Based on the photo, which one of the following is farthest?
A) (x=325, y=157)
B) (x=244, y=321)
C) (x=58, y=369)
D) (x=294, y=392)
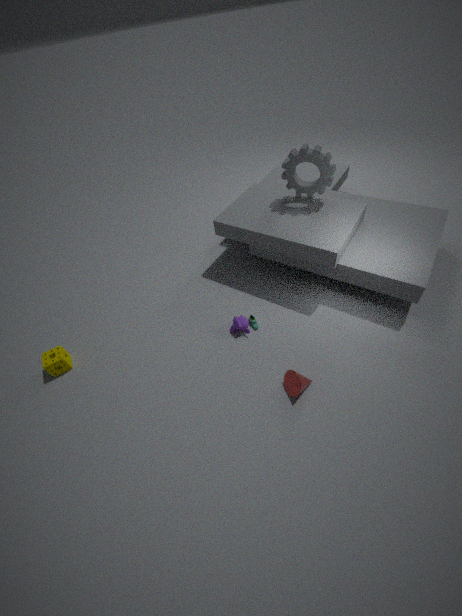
(x=325, y=157)
